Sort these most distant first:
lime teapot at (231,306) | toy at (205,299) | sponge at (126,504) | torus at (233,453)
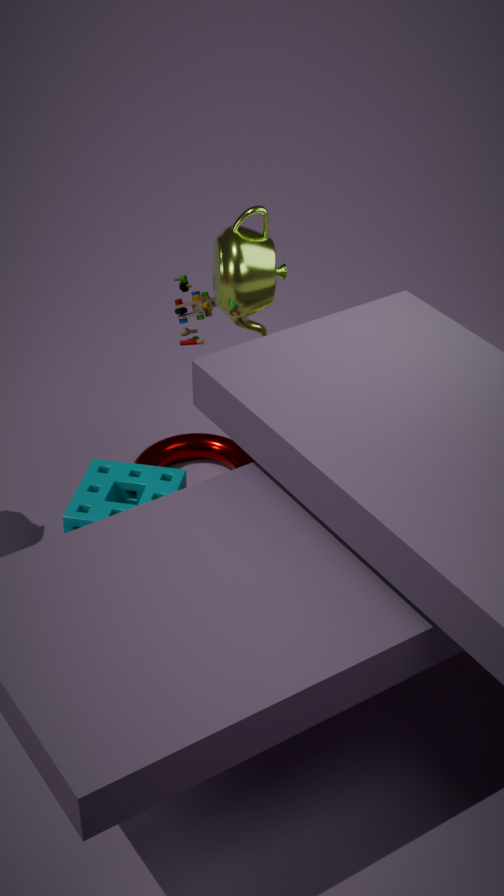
toy at (205,299), torus at (233,453), sponge at (126,504), lime teapot at (231,306)
